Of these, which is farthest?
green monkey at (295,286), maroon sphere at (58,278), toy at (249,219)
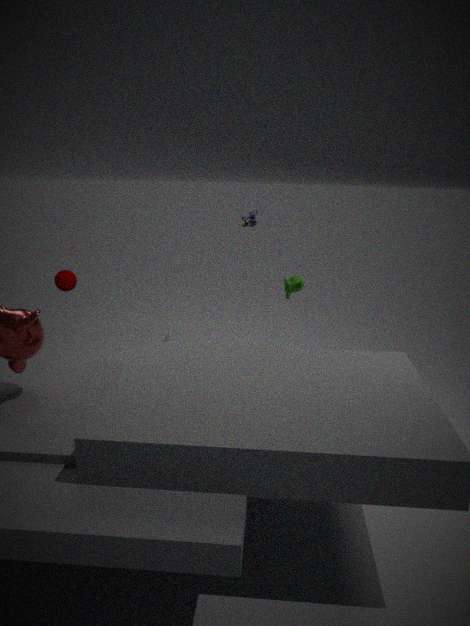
toy at (249,219)
